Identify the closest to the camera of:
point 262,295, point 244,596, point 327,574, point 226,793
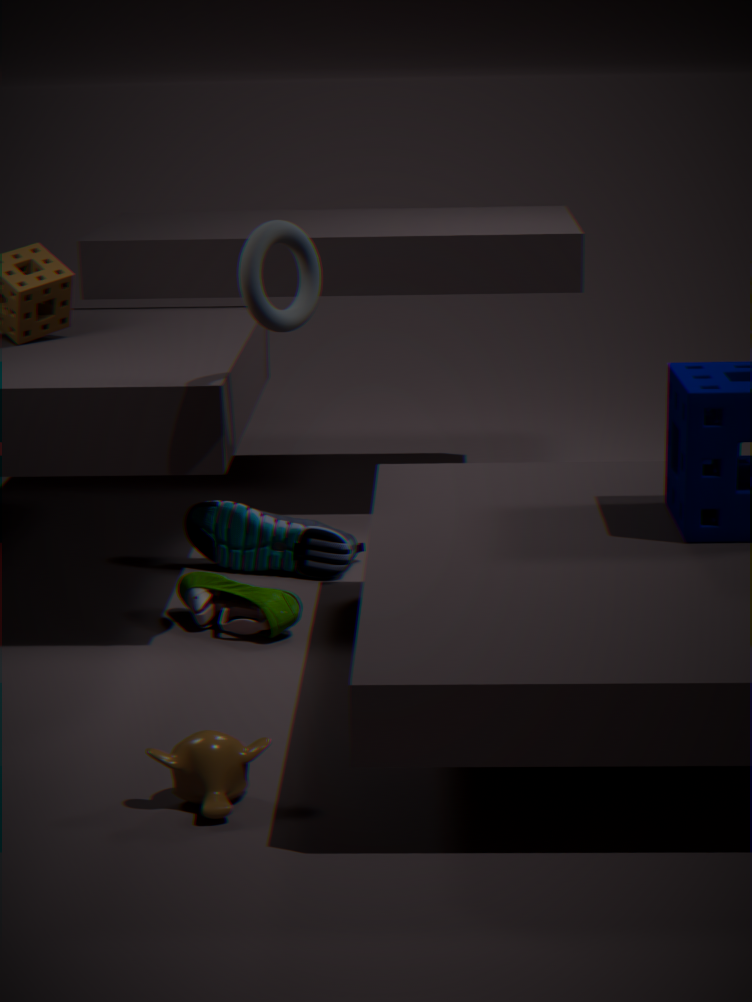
point 226,793
